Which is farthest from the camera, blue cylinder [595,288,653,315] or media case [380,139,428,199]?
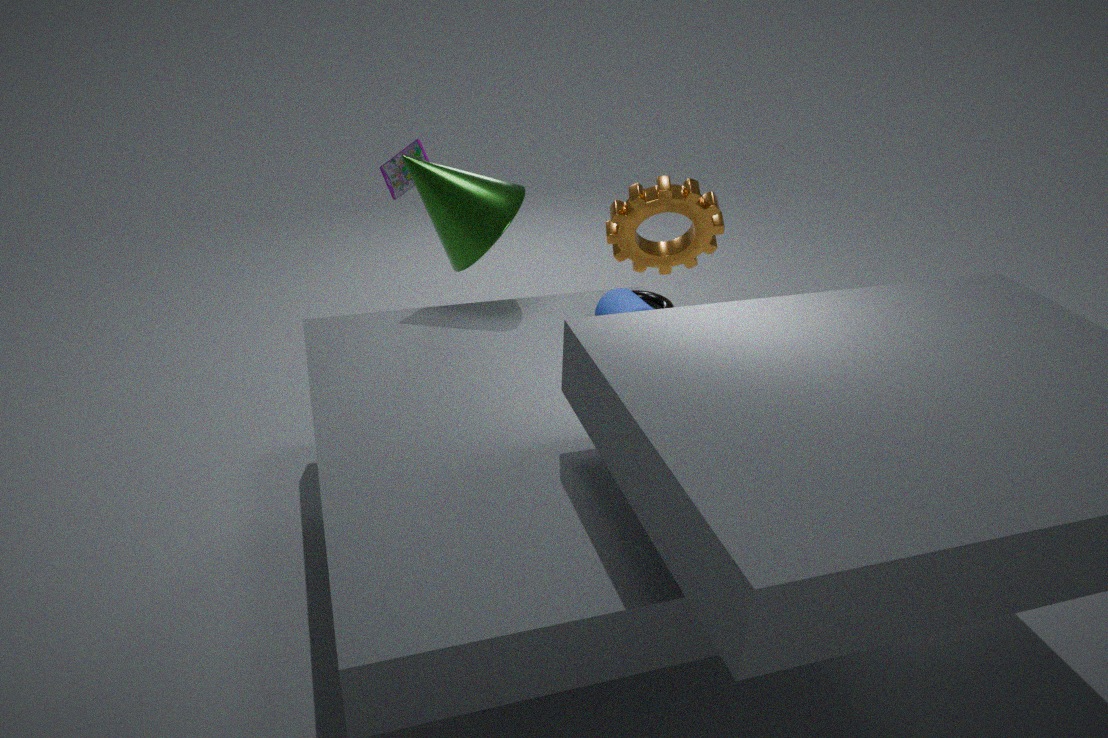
media case [380,139,428,199]
